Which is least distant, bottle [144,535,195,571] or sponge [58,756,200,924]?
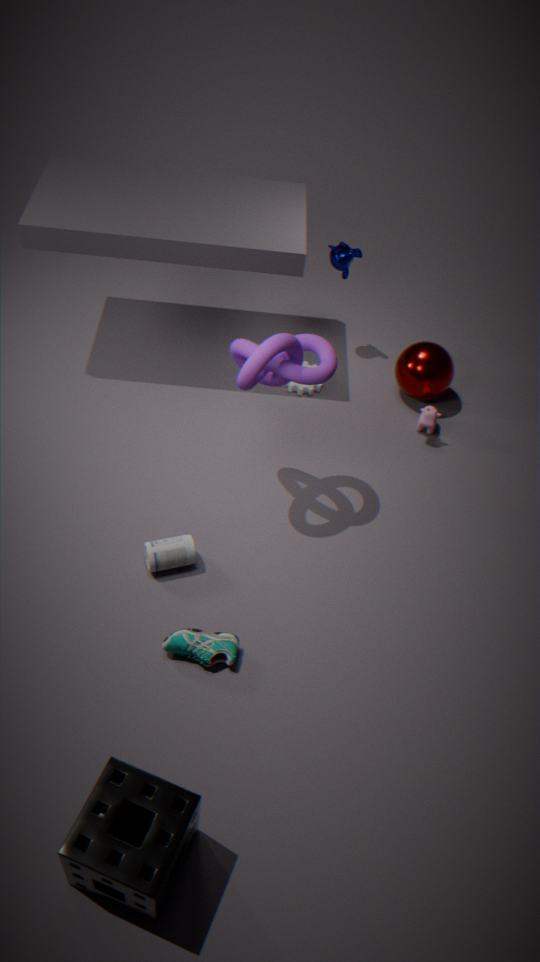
sponge [58,756,200,924]
